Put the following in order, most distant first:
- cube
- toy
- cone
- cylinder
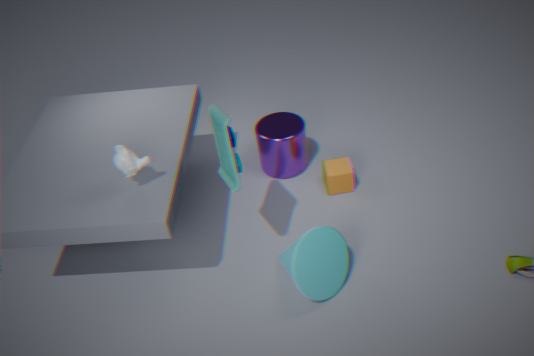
1. cylinder
2. cube
3. cone
4. toy
